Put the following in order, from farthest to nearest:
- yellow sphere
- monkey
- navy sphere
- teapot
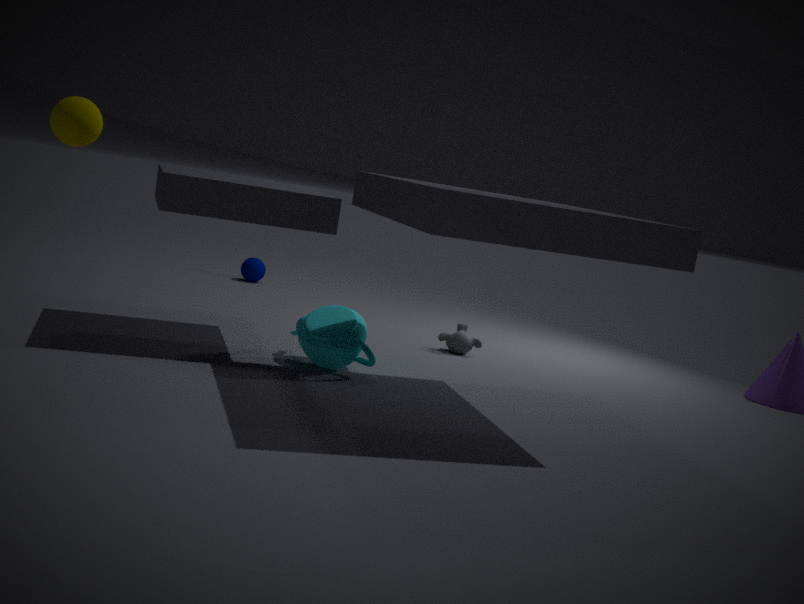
navy sphere, monkey, teapot, yellow sphere
